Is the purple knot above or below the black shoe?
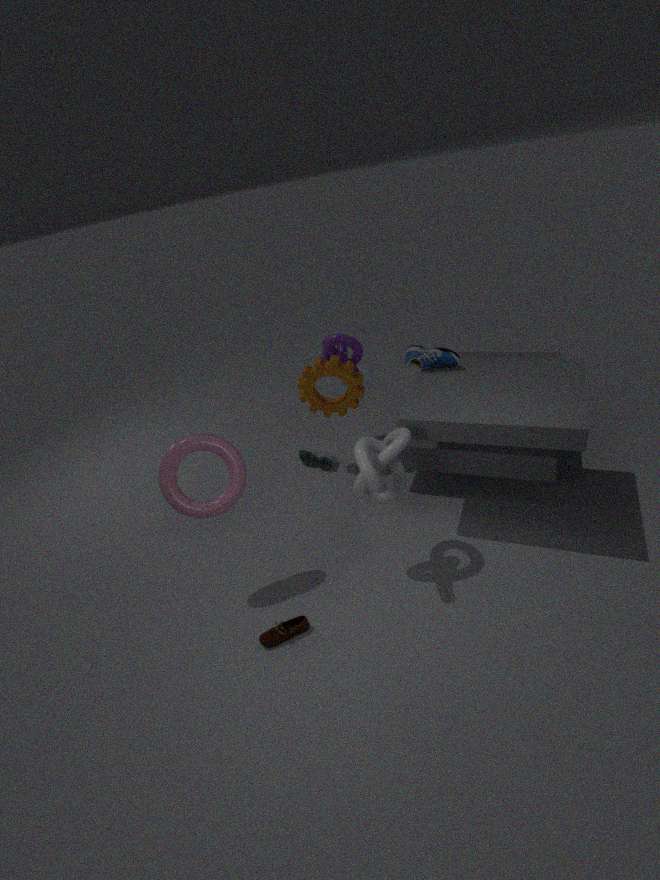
above
